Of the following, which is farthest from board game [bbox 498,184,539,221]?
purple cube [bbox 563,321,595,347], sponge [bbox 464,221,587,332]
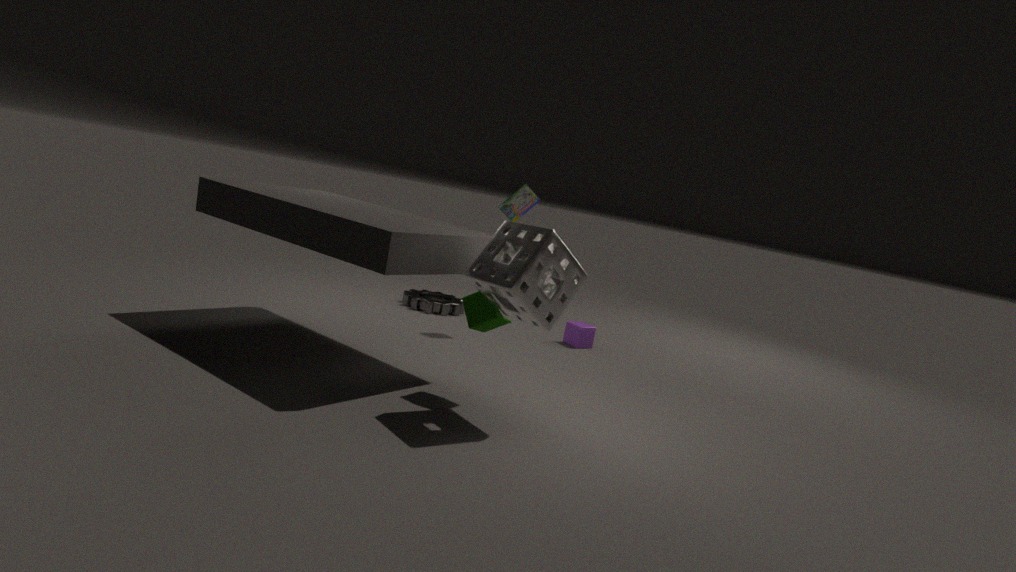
sponge [bbox 464,221,587,332]
